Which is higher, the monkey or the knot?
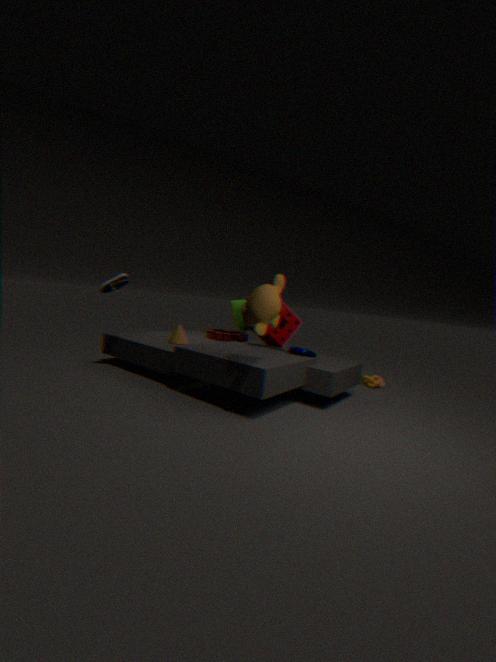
the monkey
